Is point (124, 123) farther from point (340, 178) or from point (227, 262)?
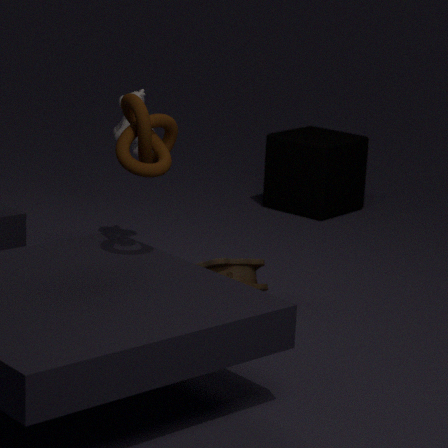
point (340, 178)
